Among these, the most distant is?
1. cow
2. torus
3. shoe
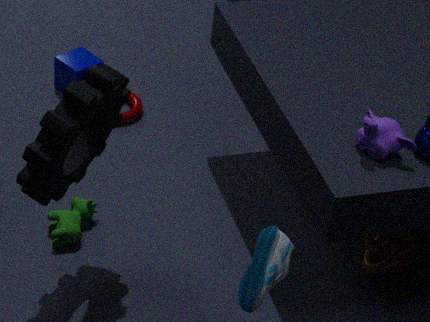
torus
